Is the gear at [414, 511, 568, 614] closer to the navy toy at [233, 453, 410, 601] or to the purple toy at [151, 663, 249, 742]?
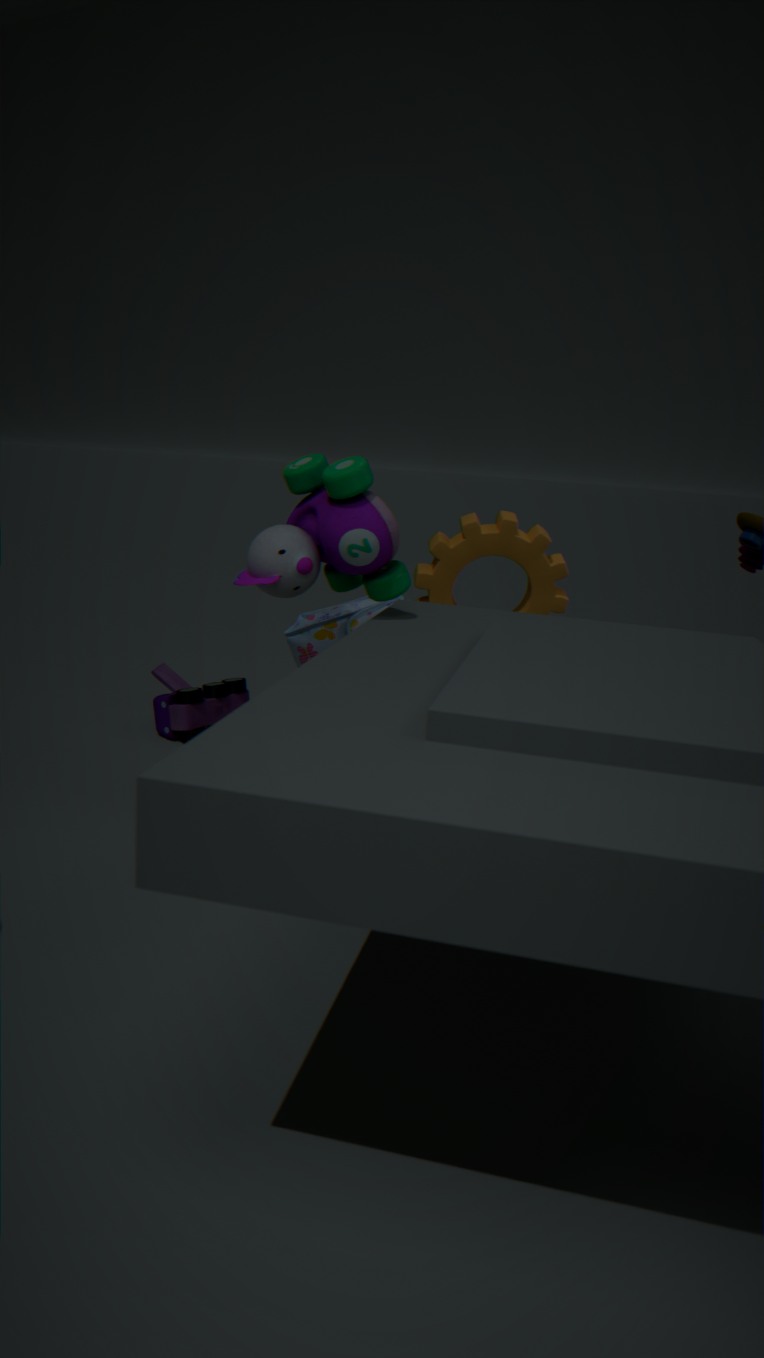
the navy toy at [233, 453, 410, 601]
